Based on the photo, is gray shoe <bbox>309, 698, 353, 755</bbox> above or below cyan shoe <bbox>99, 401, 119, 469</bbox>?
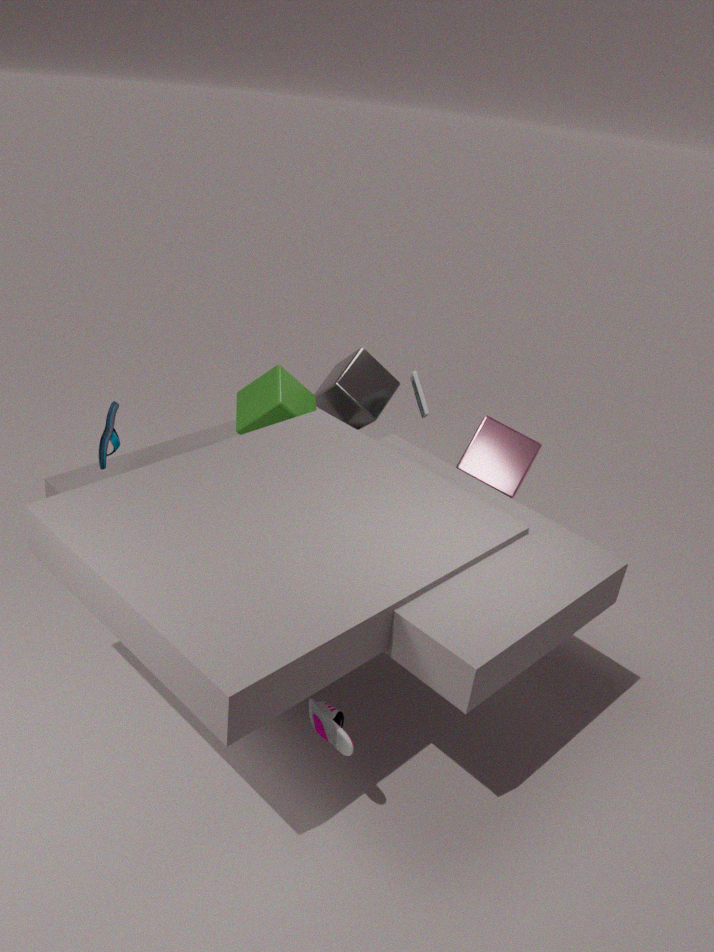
below
